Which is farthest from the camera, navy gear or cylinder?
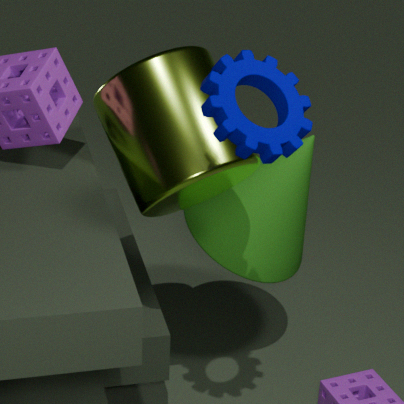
cylinder
